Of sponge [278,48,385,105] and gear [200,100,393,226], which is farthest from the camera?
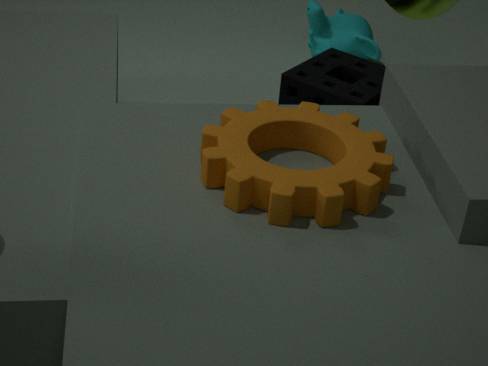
sponge [278,48,385,105]
